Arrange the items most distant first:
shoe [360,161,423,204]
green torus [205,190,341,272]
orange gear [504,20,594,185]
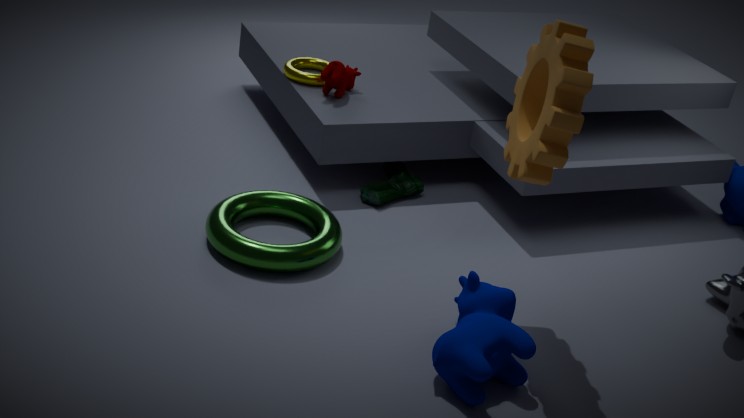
shoe [360,161,423,204]
green torus [205,190,341,272]
orange gear [504,20,594,185]
